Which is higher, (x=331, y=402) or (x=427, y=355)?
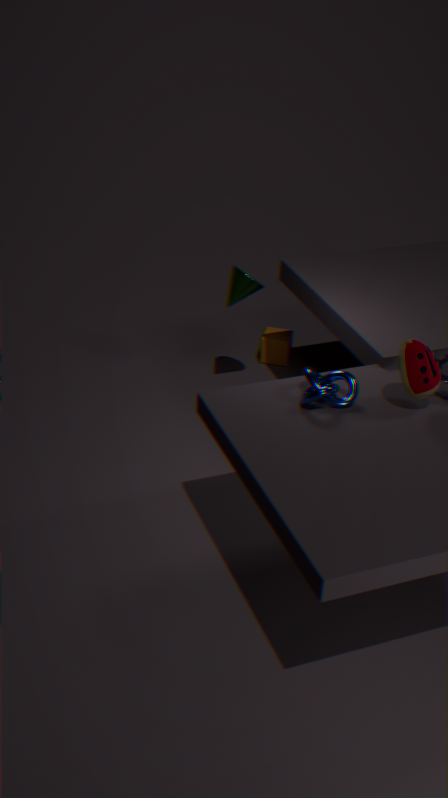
(x=427, y=355)
